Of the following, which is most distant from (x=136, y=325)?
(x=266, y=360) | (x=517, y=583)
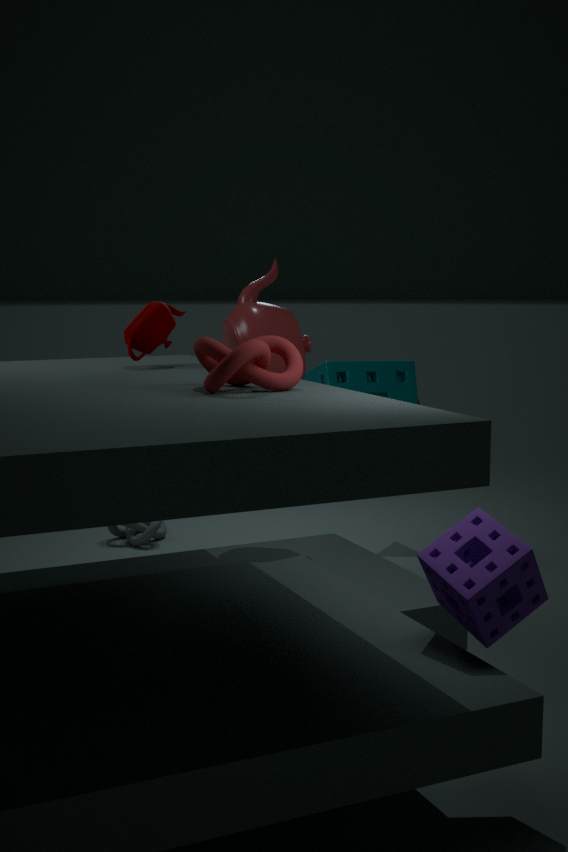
(x=517, y=583)
